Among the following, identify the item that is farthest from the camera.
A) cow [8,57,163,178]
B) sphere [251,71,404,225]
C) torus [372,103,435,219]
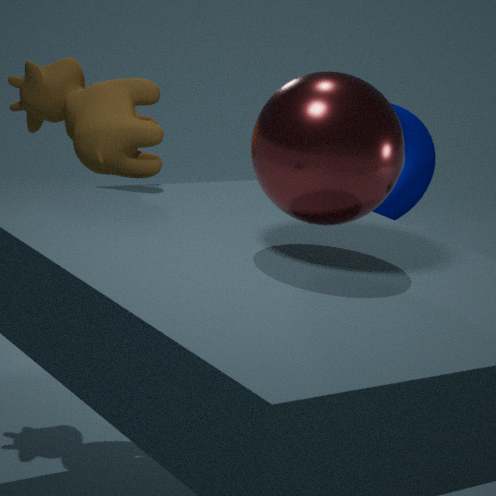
torus [372,103,435,219]
